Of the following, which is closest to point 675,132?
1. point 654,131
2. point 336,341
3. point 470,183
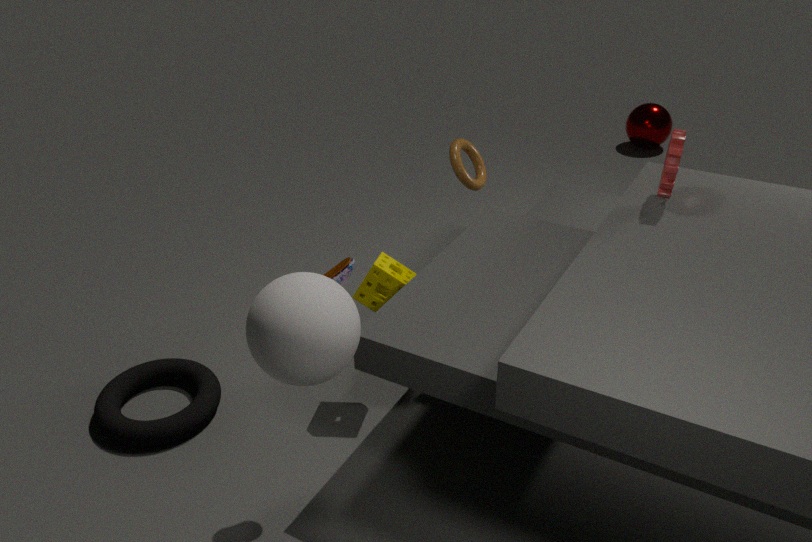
point 470,183
